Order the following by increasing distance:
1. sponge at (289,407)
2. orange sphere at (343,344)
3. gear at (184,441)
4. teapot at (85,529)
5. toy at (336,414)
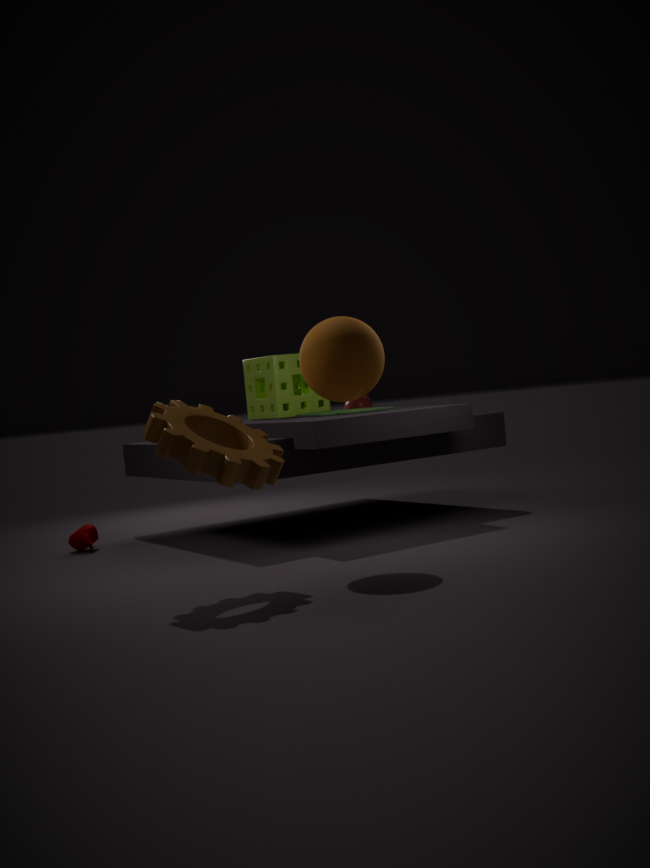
gear at (184,441), orange sphere at (343,344), toy at (336,414), teapot at (85,529), sponge at (289,407)
